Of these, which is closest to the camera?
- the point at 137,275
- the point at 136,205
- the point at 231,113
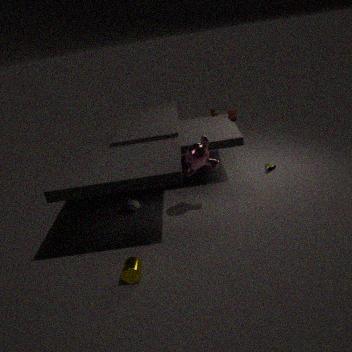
the point at 137,275
